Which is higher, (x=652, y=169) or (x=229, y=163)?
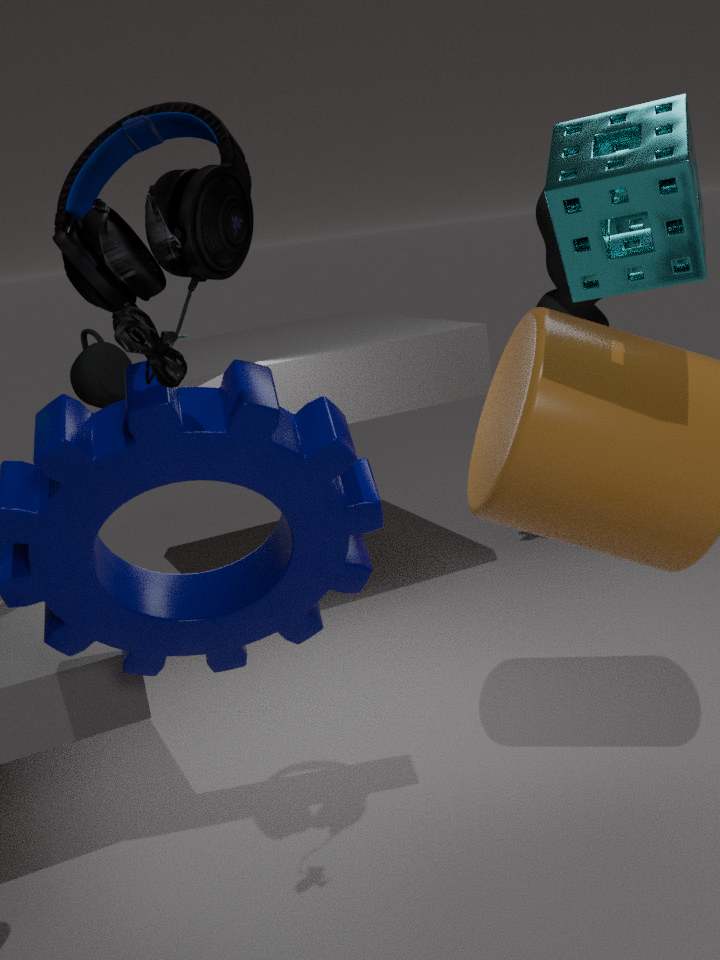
(x=229, y=163)
